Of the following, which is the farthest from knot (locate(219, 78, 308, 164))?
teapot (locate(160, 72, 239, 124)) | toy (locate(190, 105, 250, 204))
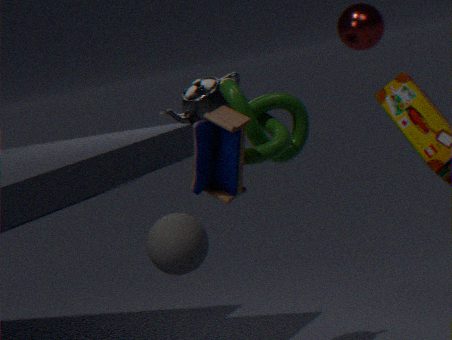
teapot (locate(160, 72, 239, 124))
